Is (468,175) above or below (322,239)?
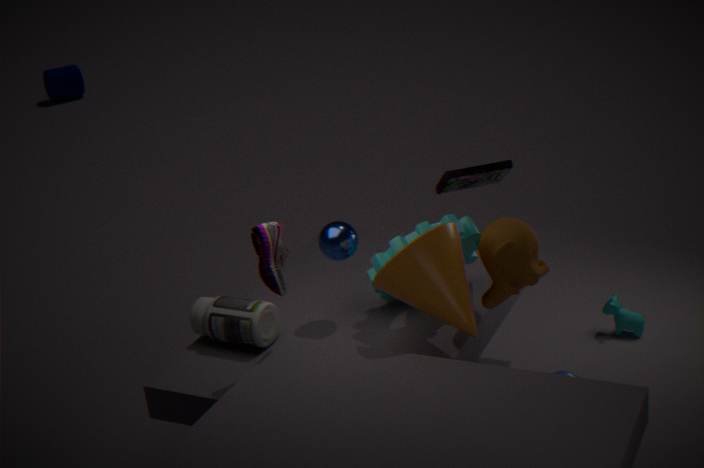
above
